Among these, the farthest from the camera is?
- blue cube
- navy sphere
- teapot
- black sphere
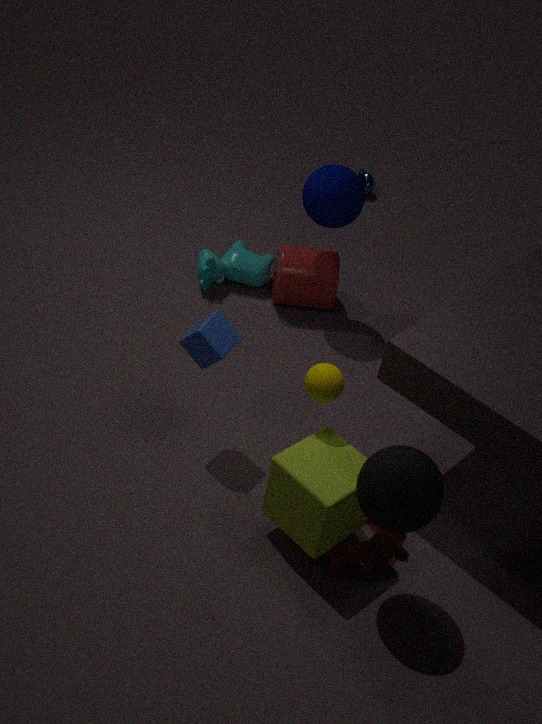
teapot
